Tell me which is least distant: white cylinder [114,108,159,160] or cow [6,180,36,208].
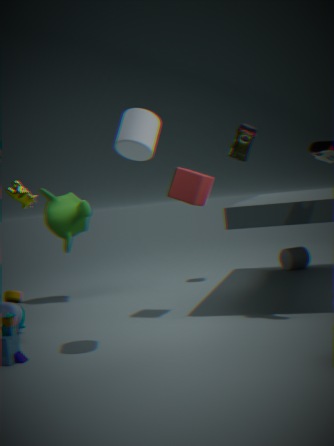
white cylinder [114,108,159,160]
